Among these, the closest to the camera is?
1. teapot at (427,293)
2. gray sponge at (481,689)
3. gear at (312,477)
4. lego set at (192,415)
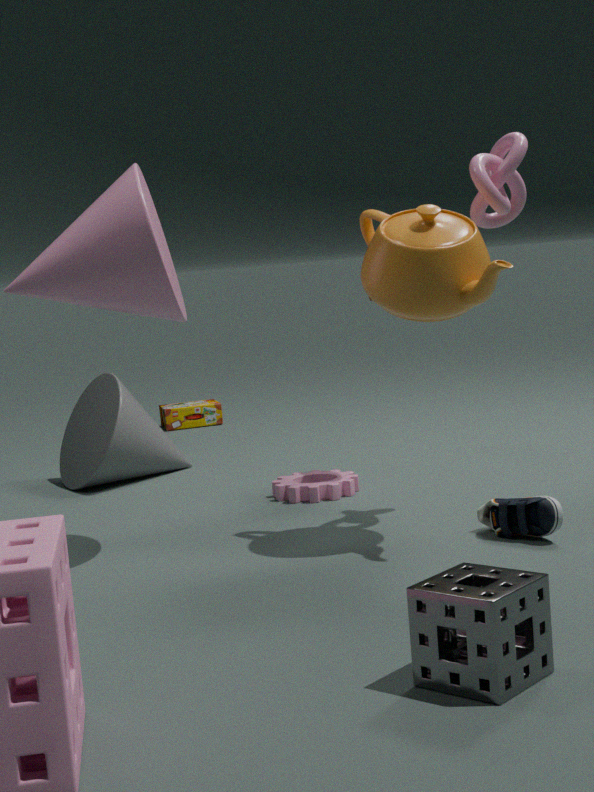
gray sponge at (481,689)
